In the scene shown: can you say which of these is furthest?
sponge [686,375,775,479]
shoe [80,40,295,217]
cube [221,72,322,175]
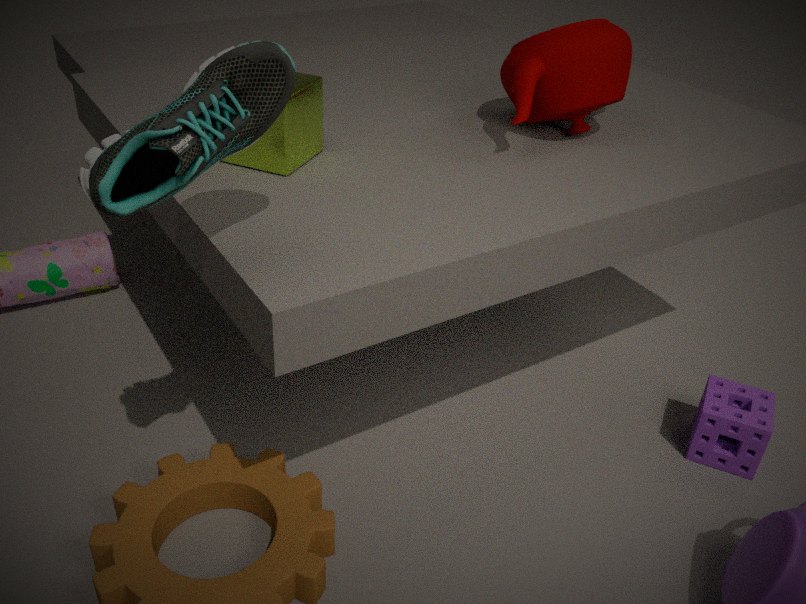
sponge [686,375,775,479]
